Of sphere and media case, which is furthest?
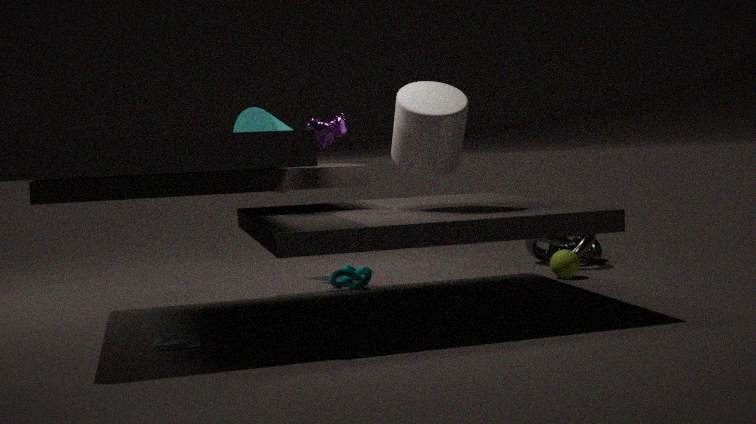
sphere
